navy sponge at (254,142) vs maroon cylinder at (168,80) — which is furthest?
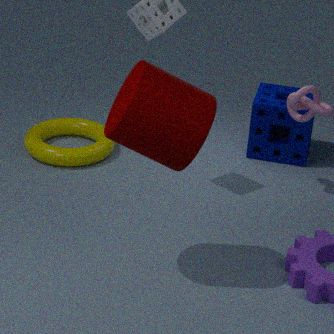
navy sponge at (254,142)
